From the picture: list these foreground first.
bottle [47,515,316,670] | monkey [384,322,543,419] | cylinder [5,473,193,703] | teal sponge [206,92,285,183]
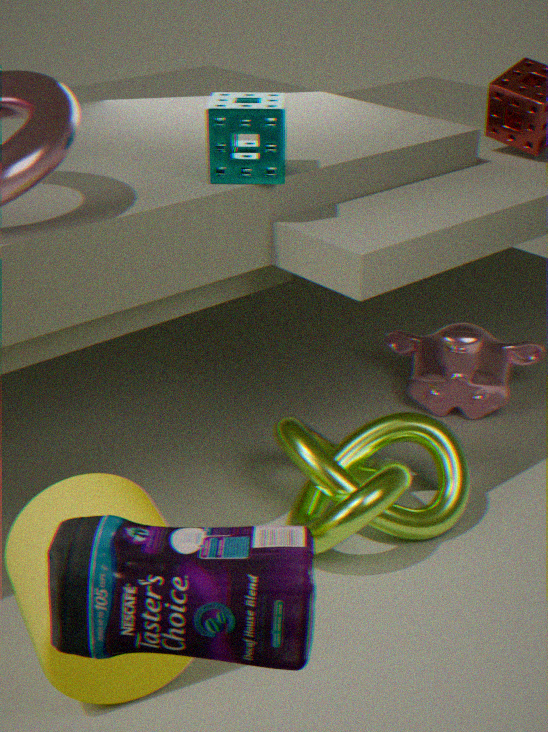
bottle [47,515,316,670] → cylinder [5,473,193,703] → teal sponge [206,92,285,183] → monkey [384,322,543,419]
